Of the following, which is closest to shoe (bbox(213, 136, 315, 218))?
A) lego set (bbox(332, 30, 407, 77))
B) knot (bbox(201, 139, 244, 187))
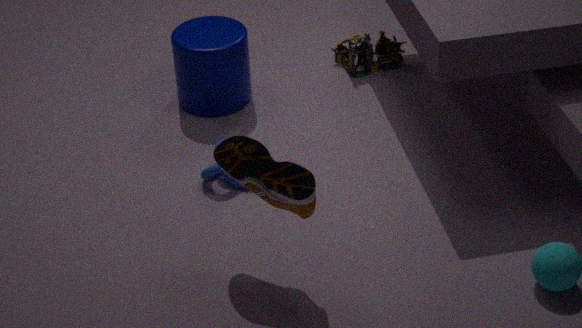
knot (bbox(201, 139, 244, 187))
